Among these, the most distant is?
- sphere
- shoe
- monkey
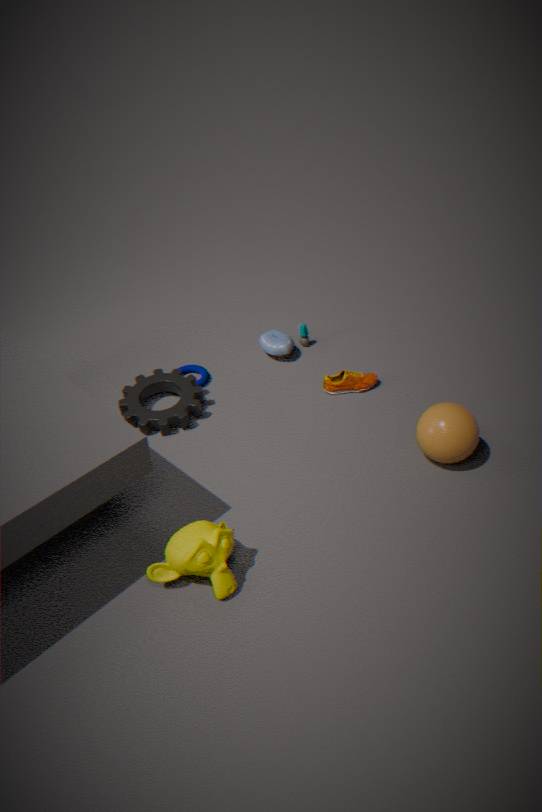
shoe
